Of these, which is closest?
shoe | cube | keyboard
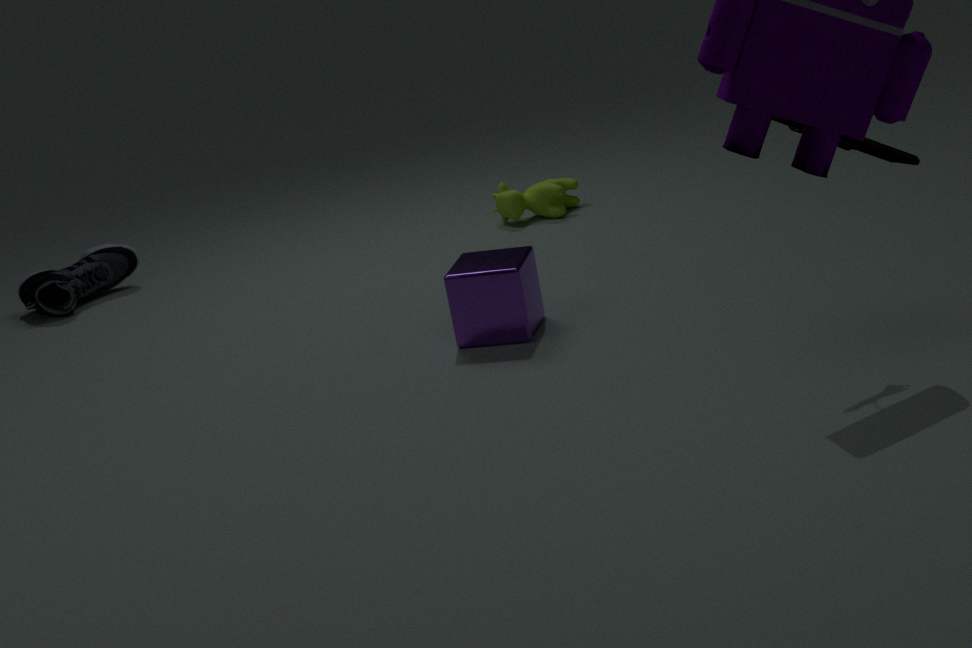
keyboard
